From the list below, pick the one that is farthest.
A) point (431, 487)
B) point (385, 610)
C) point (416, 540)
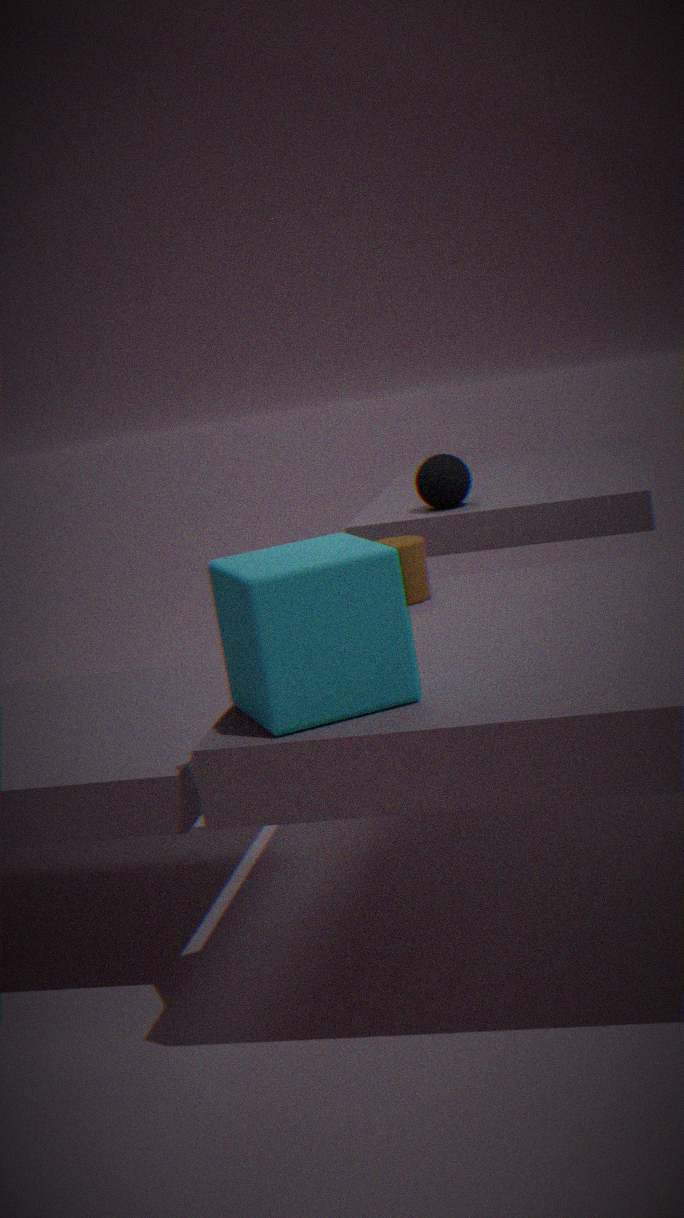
A. point (431, 487)
